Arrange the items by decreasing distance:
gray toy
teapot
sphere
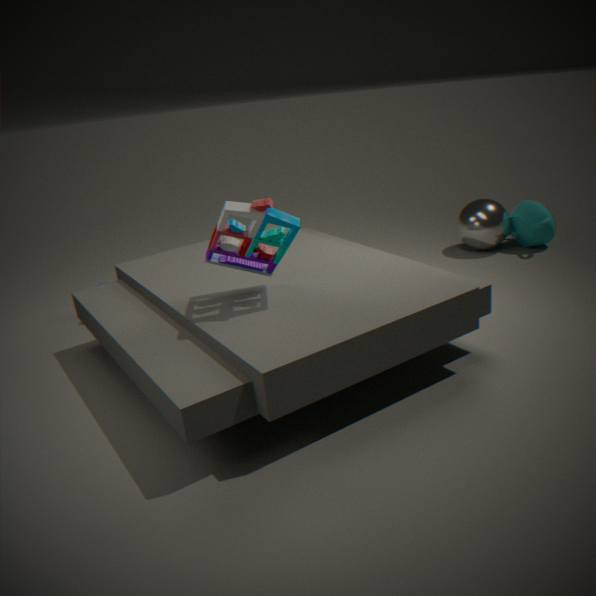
1. sphere
2. teapot
3. gray toy
